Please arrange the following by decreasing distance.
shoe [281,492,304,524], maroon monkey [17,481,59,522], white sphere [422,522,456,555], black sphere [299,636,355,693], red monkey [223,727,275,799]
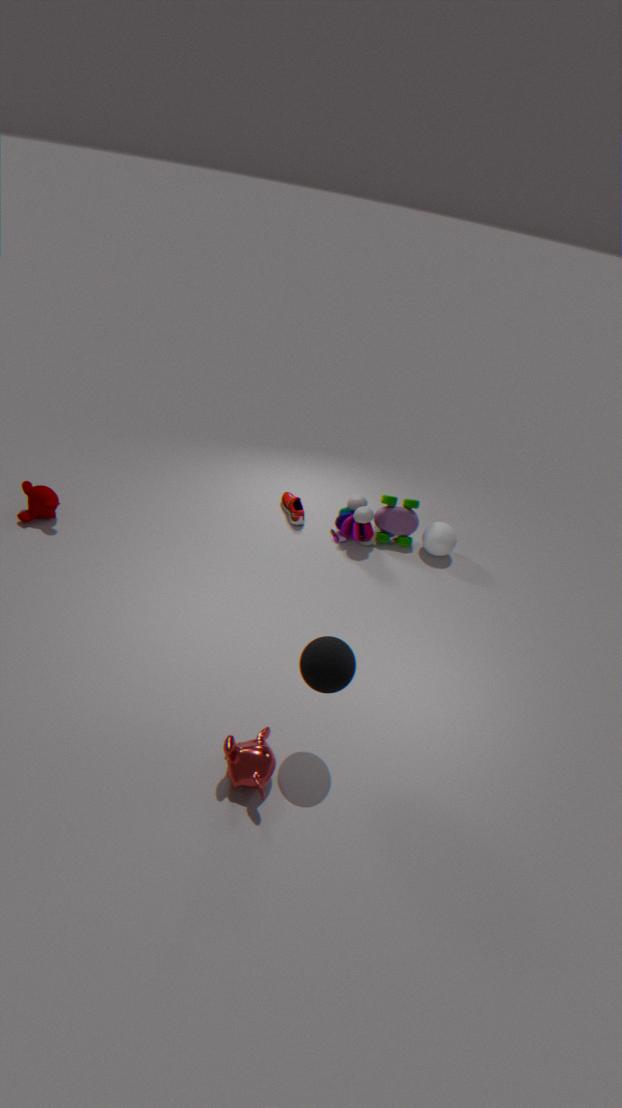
shoe [281,492,304,524] → white sphere [422,522,456,555] → maroon monkey [17,481,59,522] → red monkey [223,727,275,799] → black sphere [299,636,355,693]
